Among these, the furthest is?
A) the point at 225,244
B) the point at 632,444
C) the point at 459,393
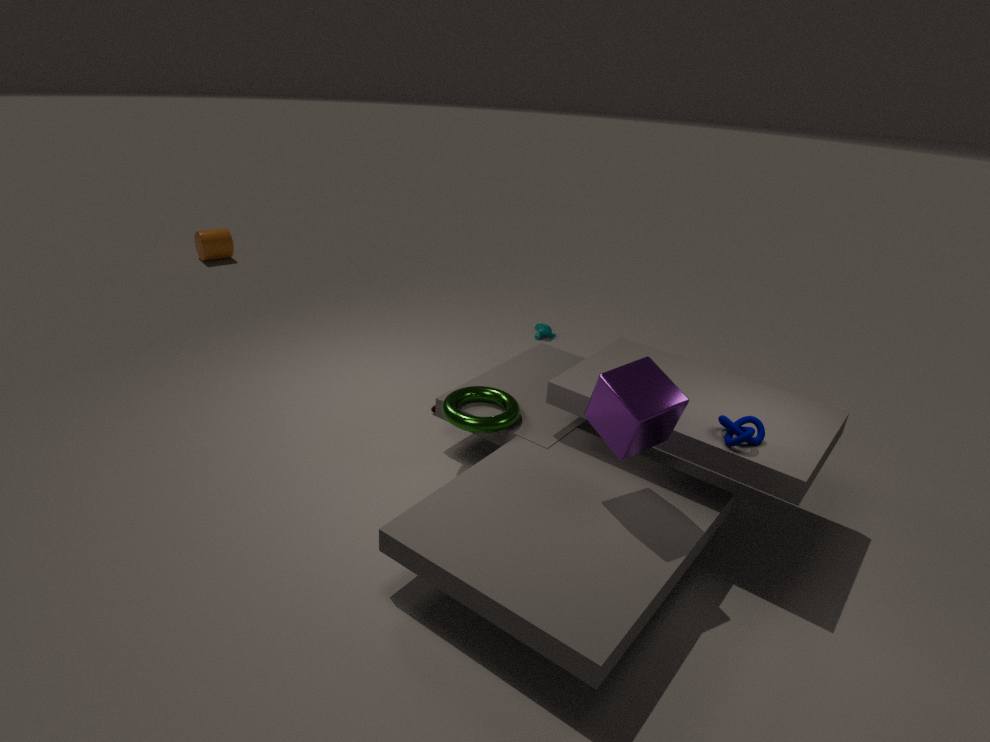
the point at 225,244
